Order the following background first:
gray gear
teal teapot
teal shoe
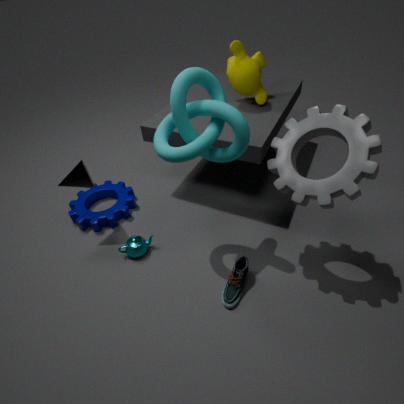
teal teapot → teal shoe → gray gear
